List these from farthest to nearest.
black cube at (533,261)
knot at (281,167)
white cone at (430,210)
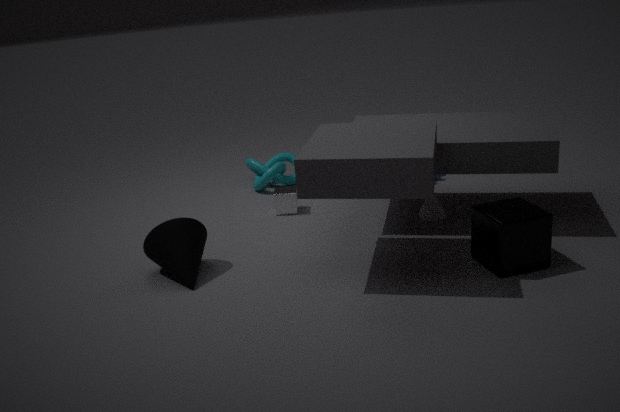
1. knot at (281,167)
2. white cone at (430,210)
3. black cube at (533,261)
